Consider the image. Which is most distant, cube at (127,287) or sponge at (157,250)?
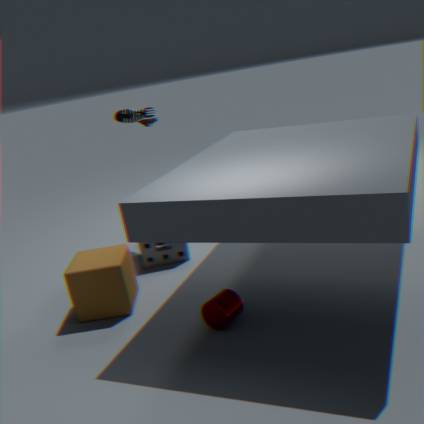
sponge at (157,250)
